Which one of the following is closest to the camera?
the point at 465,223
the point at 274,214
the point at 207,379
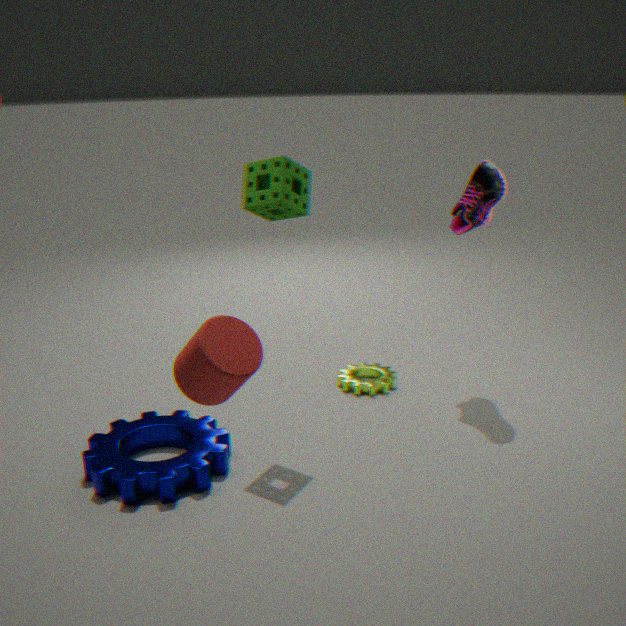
the point at 207,379
